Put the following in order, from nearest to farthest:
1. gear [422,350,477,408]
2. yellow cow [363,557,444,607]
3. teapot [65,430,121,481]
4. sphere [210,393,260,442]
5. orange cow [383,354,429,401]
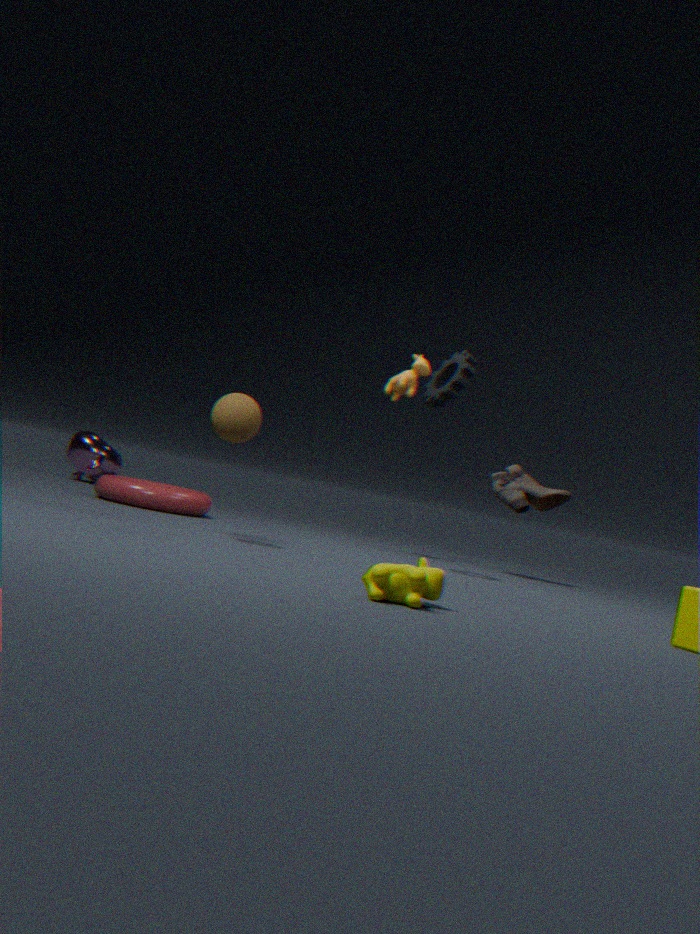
yellow cow [363,557,444,607] < sphere [210,393,260,442] < gear [422,350,477,408] < orange cow [383,354,429,401] < teapot [65,430,121,481]
